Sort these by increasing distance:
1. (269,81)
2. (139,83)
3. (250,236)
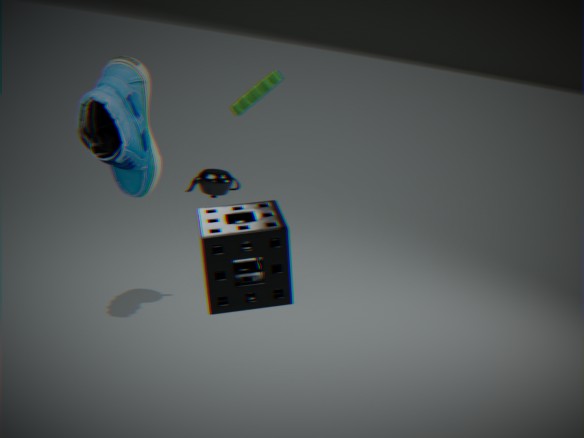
(250,236)
(139,83)
(269,81)
